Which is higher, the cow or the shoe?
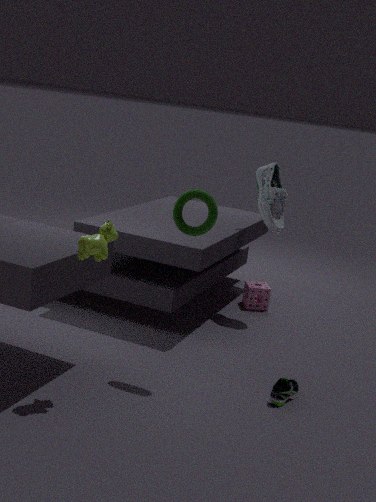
the cow
